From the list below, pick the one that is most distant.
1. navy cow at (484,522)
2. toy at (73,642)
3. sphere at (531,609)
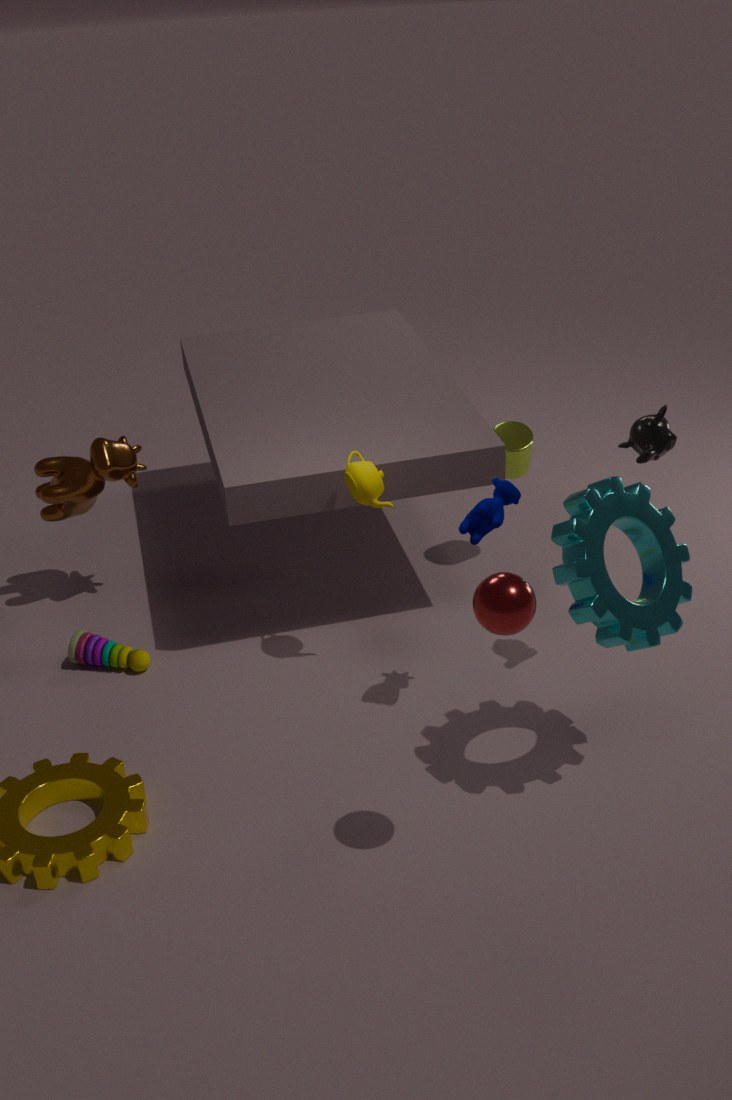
toy at (73,642)
